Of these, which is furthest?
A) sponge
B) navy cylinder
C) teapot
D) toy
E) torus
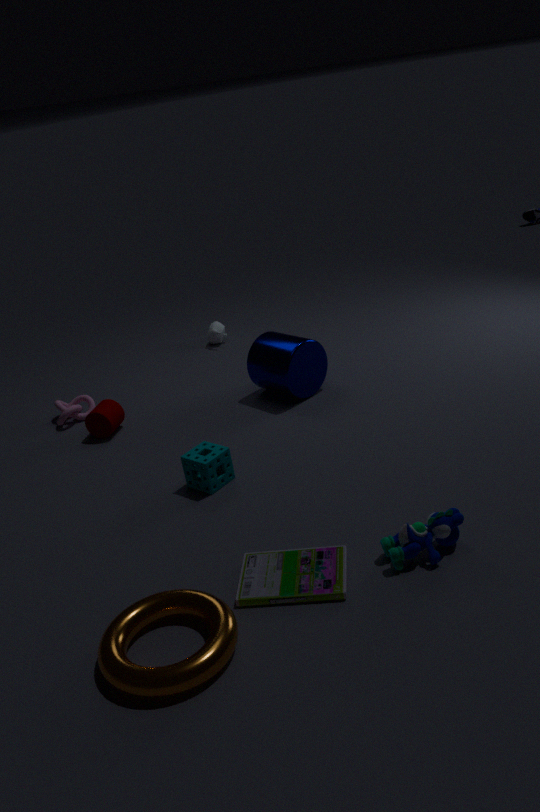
teapot
